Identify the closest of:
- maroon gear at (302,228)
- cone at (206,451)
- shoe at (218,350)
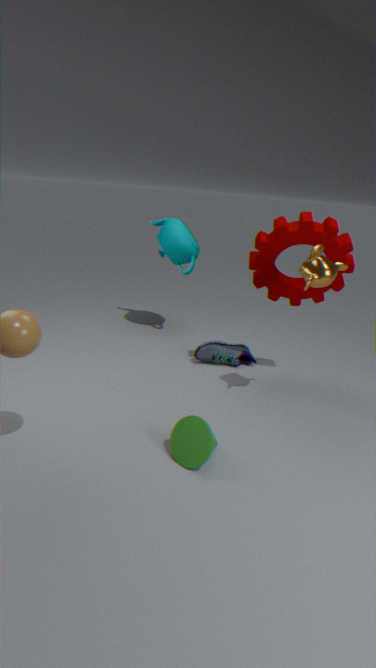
cone at (206,451)
